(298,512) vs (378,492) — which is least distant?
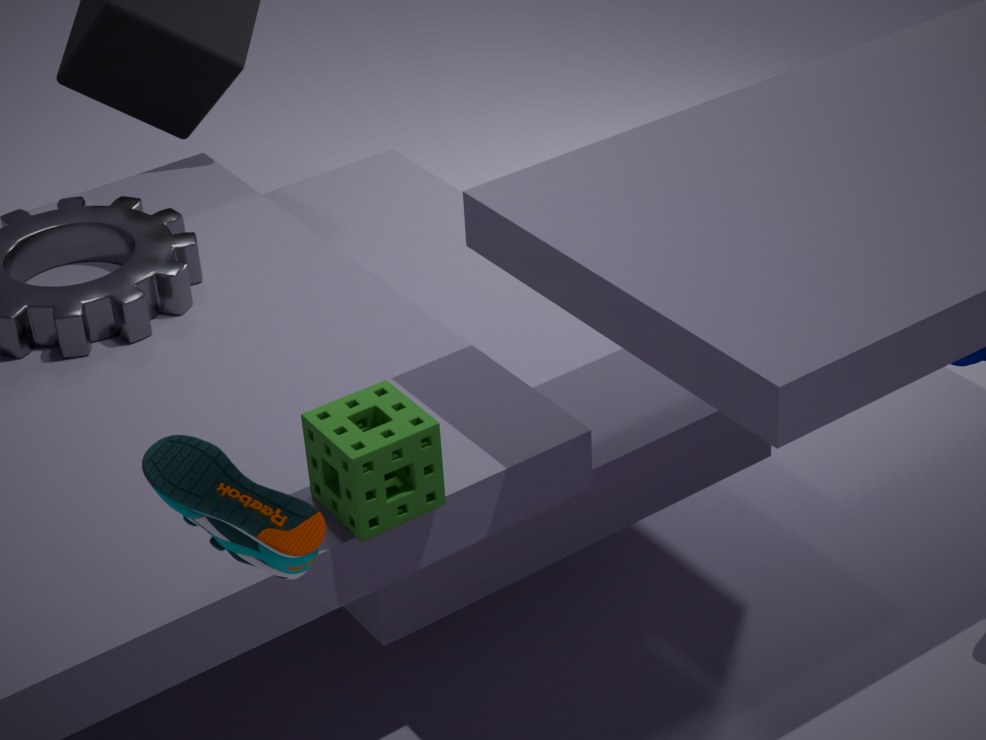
(298,512)
